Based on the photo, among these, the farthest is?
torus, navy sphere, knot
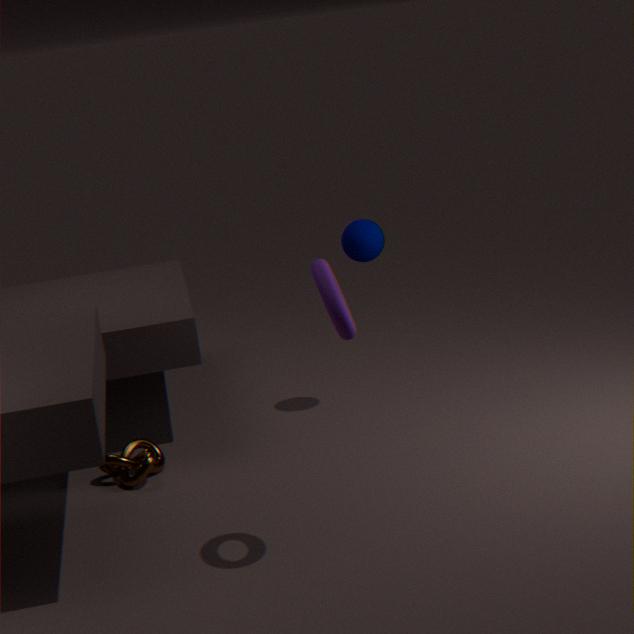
navy sphere
